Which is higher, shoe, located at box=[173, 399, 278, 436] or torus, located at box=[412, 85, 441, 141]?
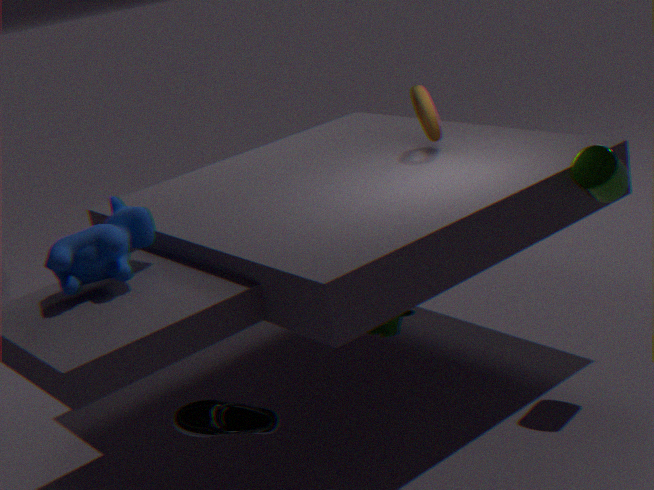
torus, located at box=[412, 85, 441, 141]
